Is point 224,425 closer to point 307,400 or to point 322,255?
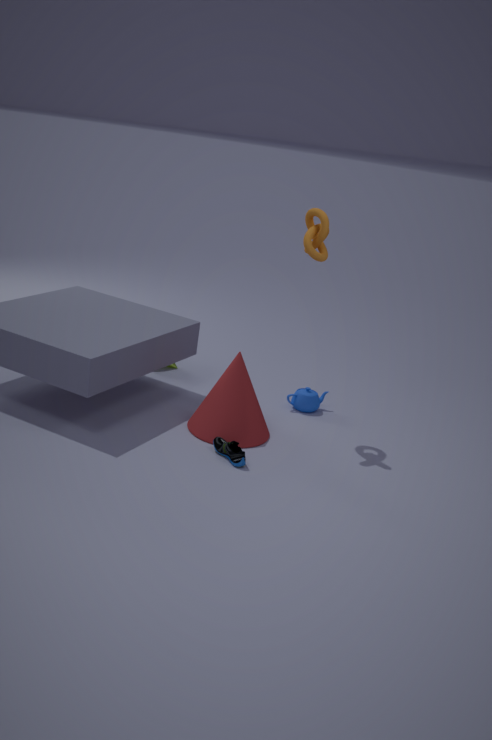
point 307,400
